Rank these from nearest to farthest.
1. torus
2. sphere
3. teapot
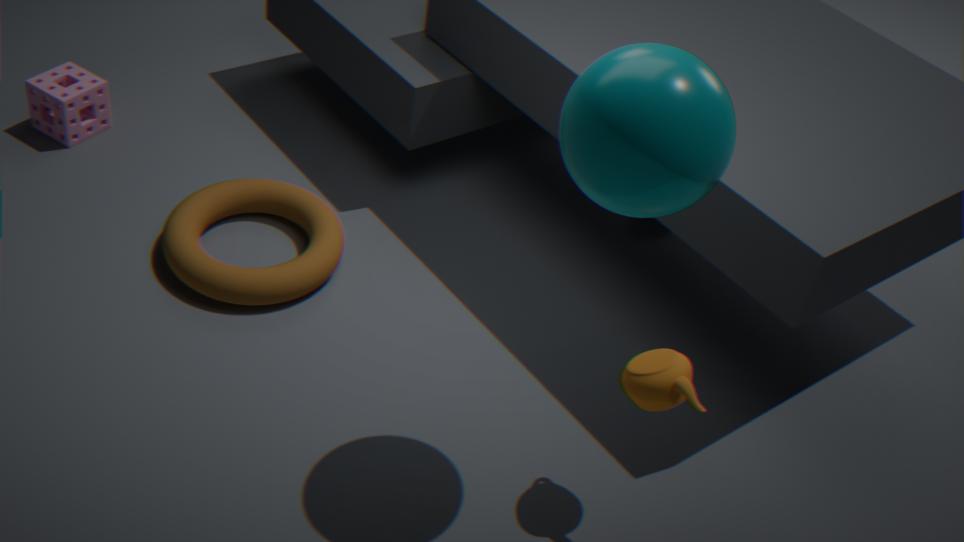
sphere < teapot < torus
